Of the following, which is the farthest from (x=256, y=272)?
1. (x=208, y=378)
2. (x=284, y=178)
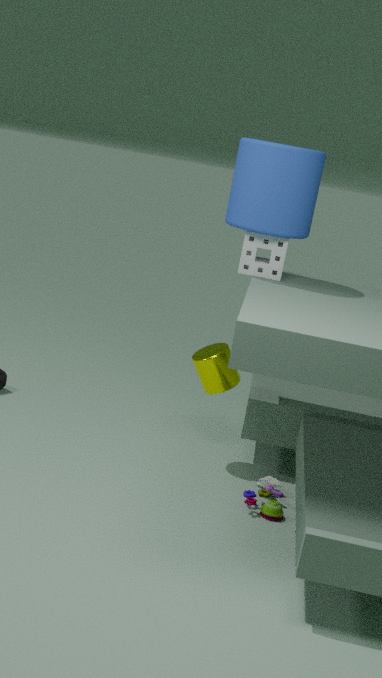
(x=208, y=378)
